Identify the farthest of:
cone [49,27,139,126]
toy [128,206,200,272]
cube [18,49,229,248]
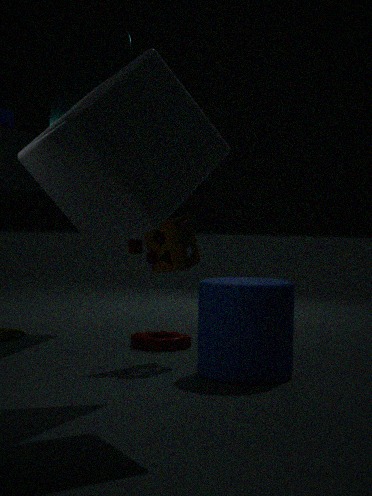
toy [128,206,200,272]
